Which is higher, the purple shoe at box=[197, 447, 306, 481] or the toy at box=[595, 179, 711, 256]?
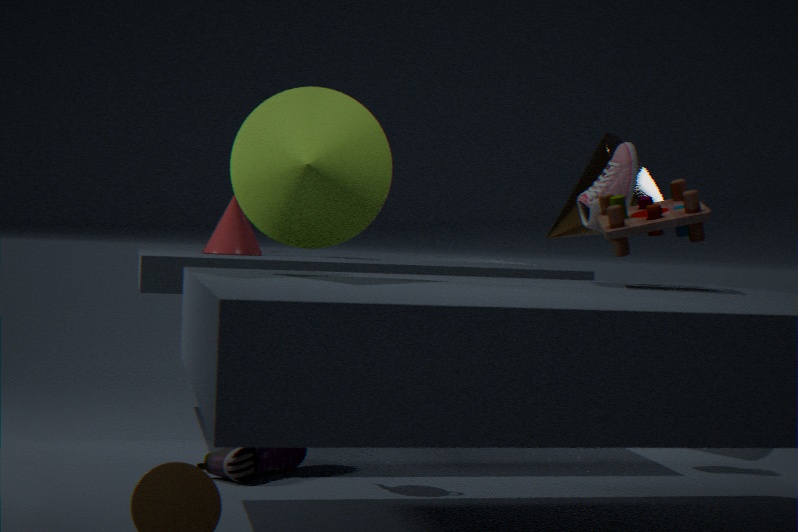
the toy at box=[595, 179, 711, 256]
